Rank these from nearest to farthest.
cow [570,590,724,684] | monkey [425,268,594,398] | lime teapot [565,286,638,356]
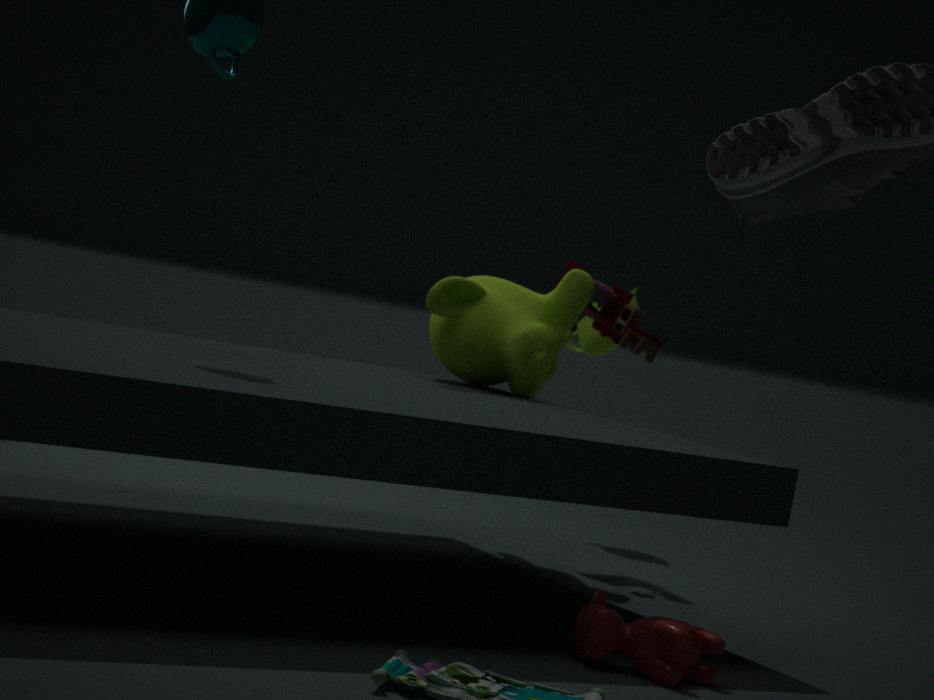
1. cow [570,590,724,684]
2. monkey [425,268,594,398]
3. lime teapot [565,286,638,356]
